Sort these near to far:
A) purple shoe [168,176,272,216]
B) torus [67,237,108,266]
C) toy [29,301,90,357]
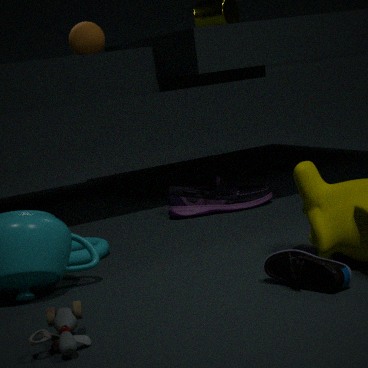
toy [29,301,90,357]
torus [67,237,108,266]
purple shoe [168,176,272,216]
